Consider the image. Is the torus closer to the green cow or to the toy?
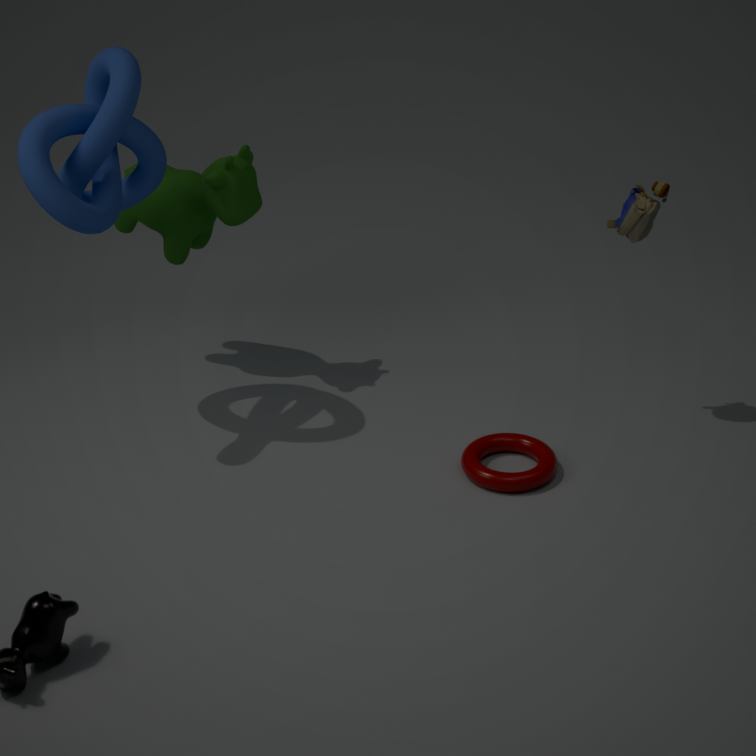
the toy
